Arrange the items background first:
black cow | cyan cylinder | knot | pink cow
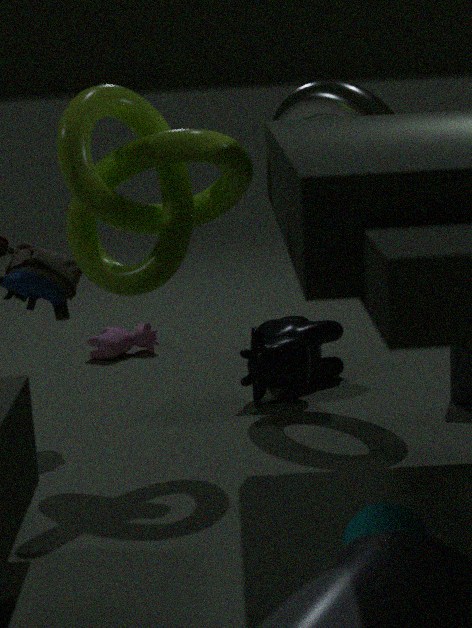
pink cow < black cow < knot < cyan cylinder
